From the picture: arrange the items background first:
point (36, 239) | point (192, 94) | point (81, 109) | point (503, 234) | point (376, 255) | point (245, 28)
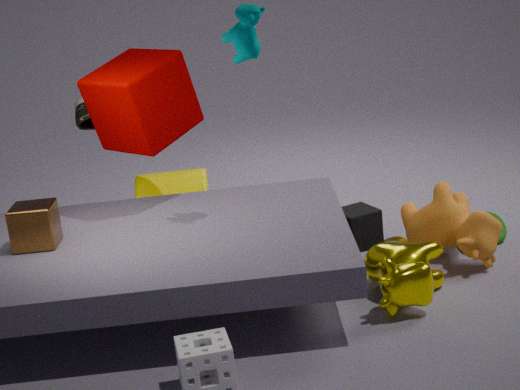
point (81, 109) → point (503, 234) → point (192, 94) → point (376, 255) → point (36, 239) → point (245, 28)
